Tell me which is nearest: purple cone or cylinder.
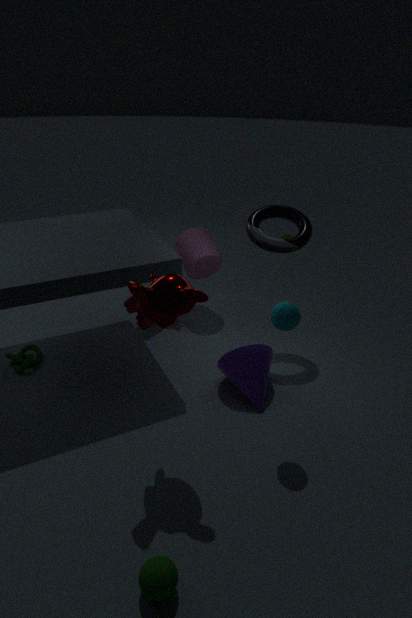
purple cone
